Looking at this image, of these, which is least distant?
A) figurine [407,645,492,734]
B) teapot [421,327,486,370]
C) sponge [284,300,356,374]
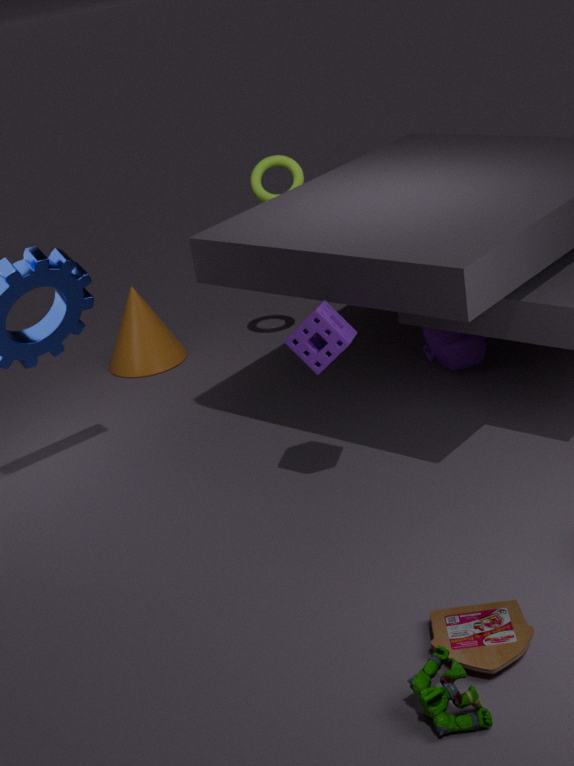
figurine [407,645,492,734]
